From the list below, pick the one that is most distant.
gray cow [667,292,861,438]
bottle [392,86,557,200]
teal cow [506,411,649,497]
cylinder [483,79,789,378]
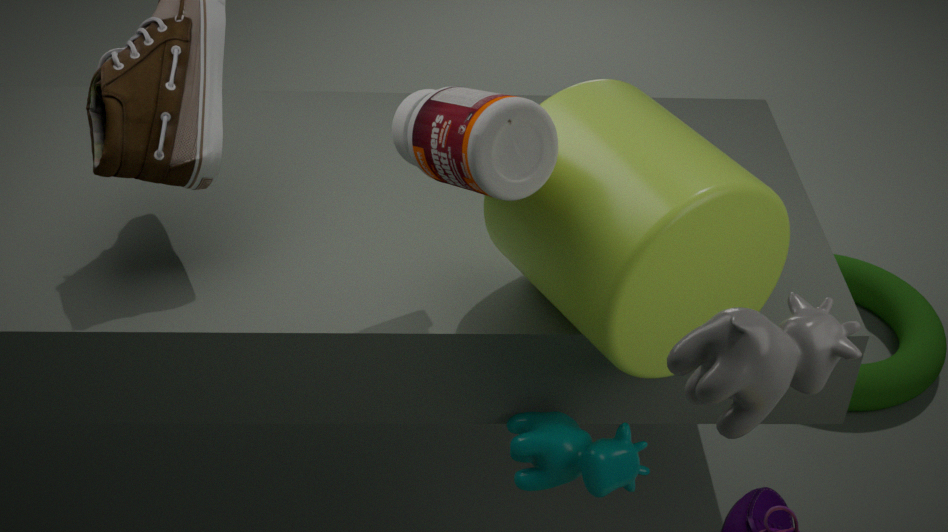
teal cow [506,411,649,497]
